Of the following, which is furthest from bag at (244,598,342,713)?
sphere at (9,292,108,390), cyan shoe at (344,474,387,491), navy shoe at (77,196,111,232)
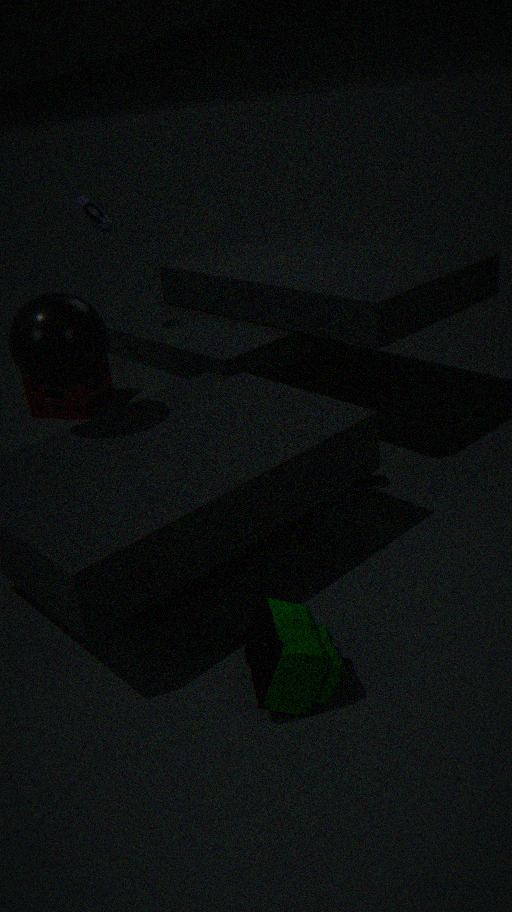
navy shoe at (77,196,111,232)
